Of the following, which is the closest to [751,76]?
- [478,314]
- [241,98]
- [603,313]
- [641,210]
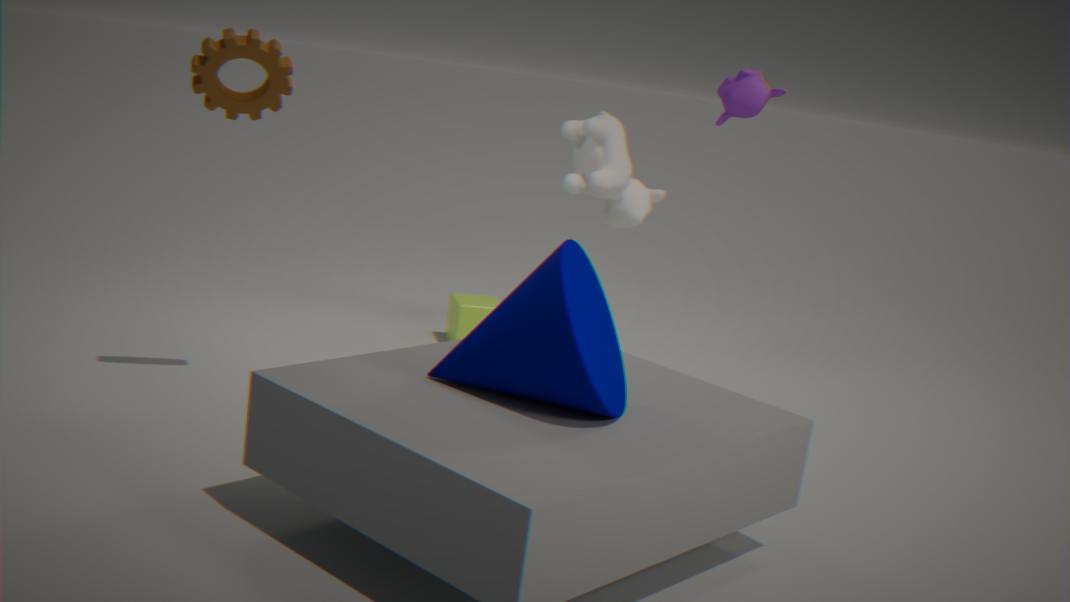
[641,210]
